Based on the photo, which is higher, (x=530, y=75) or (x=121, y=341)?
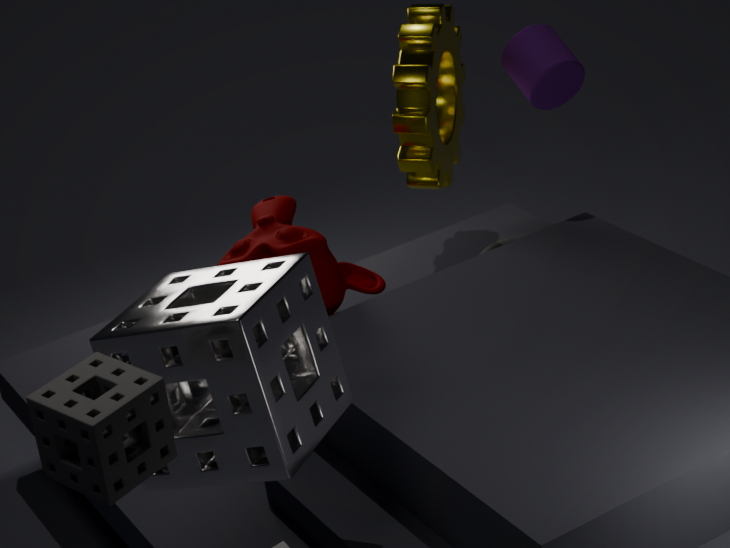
(x=530, y=75)
